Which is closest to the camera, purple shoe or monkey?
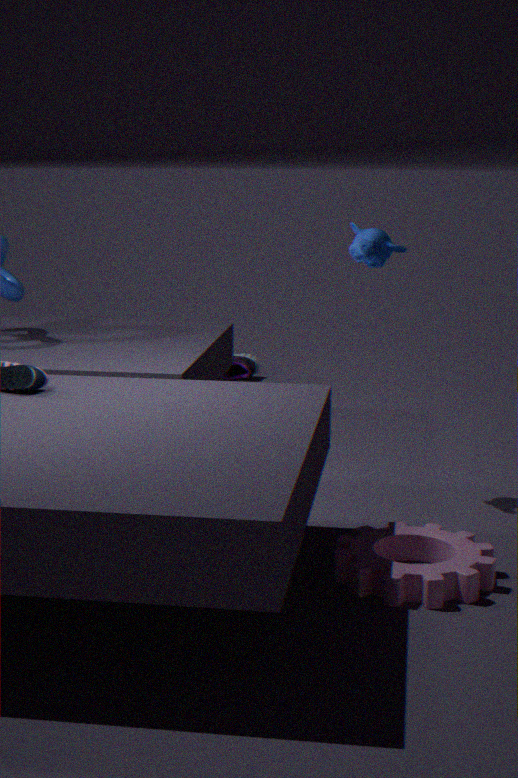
monkey
